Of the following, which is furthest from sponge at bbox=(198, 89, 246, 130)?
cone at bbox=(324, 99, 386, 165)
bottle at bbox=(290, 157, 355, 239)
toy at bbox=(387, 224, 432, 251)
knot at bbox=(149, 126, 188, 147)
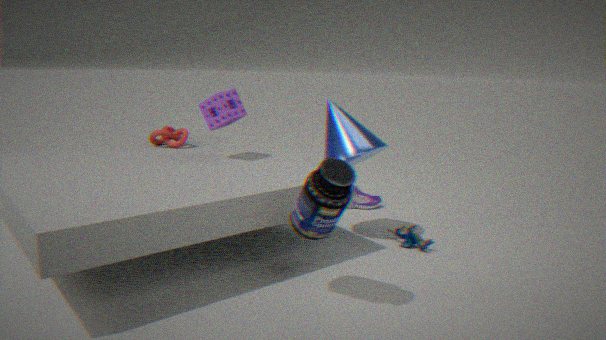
toy at bbox=(387, 224, 432, 251)
